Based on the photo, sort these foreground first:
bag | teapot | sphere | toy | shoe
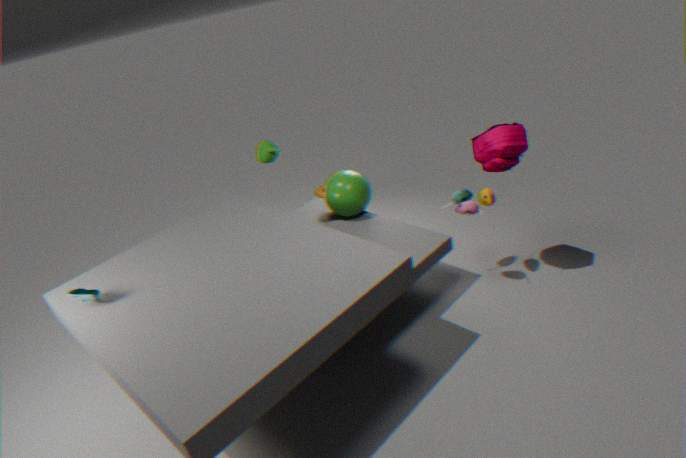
shoe → bag → toy → teapot → sphere
